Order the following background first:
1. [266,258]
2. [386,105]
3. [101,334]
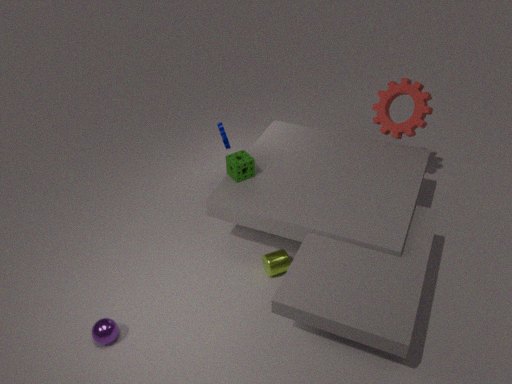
[386,105]
[266,258]
[101,334]
